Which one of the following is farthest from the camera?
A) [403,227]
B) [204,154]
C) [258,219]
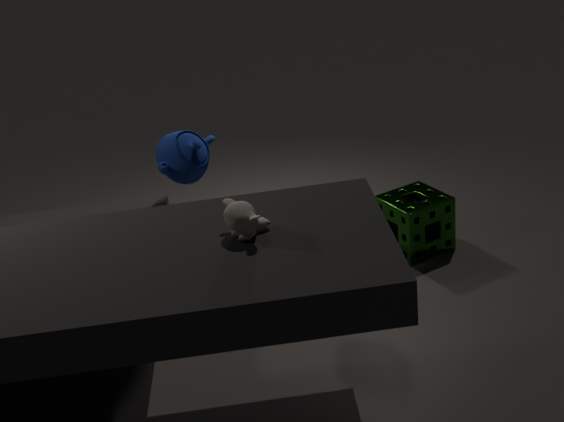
[403,227]
